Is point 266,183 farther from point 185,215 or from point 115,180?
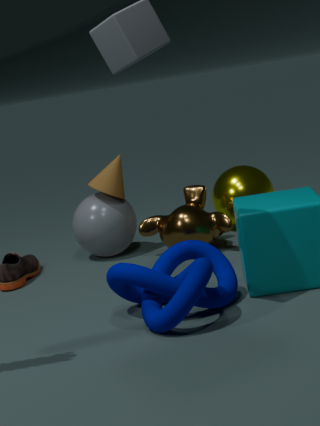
point 115,180
